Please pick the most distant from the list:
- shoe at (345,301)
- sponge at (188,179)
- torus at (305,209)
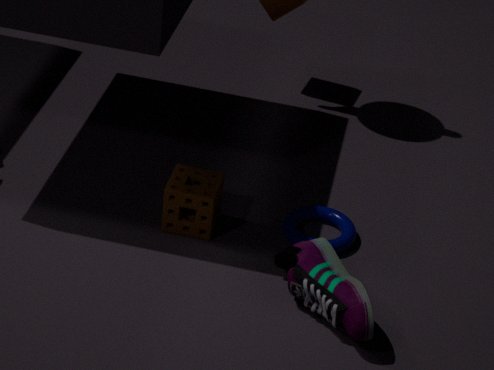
torus at (305,209)
